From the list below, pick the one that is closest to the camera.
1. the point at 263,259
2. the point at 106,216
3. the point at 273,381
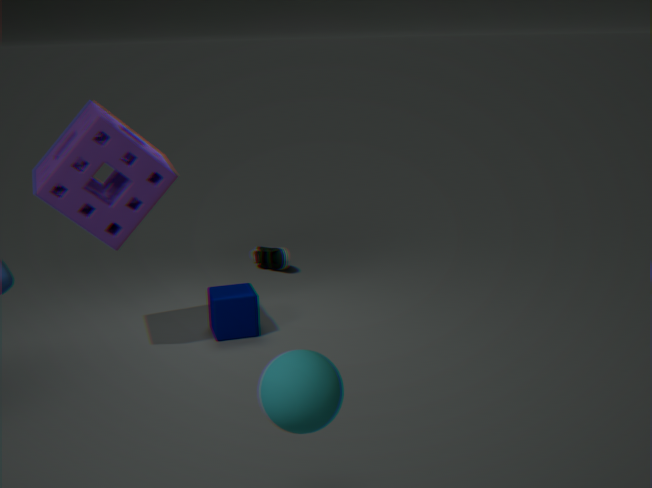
the point at 273,381
